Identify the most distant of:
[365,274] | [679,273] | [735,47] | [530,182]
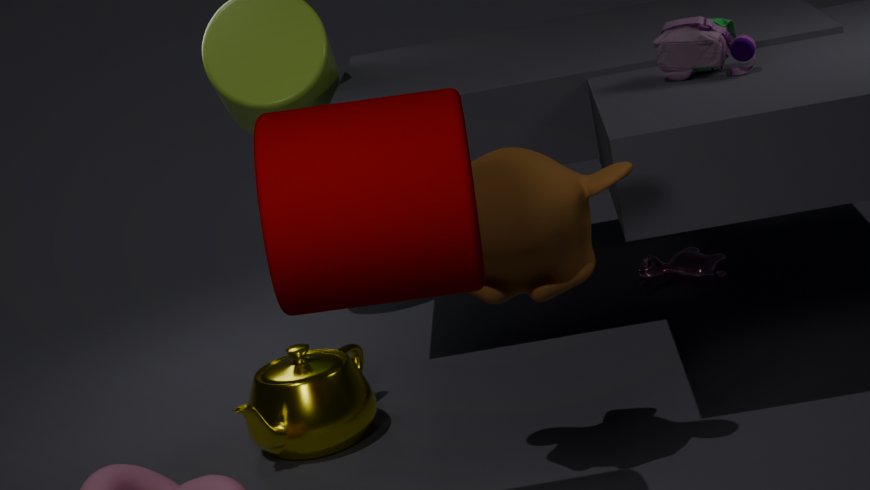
[679,273]
